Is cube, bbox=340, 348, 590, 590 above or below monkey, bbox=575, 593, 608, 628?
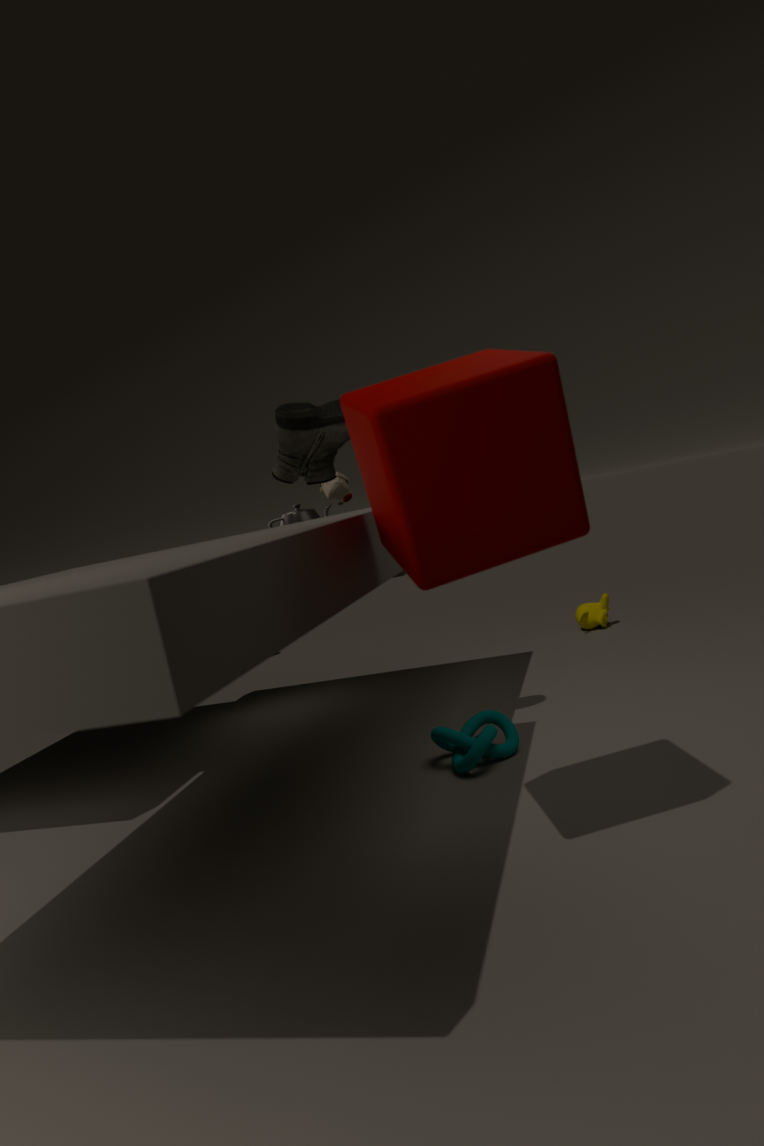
above
